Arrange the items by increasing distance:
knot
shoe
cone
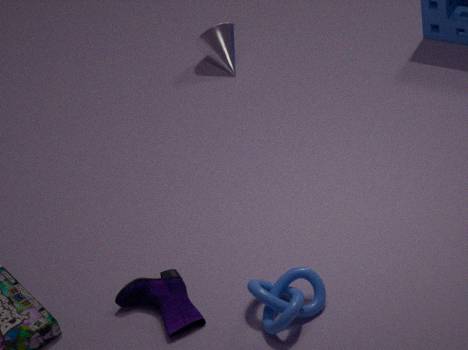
knot
shoe
cone
